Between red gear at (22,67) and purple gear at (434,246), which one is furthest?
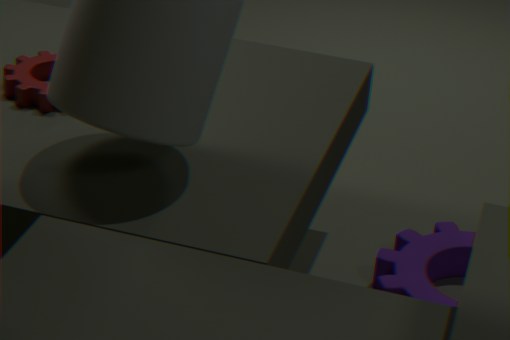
purple gear at (434,246)
